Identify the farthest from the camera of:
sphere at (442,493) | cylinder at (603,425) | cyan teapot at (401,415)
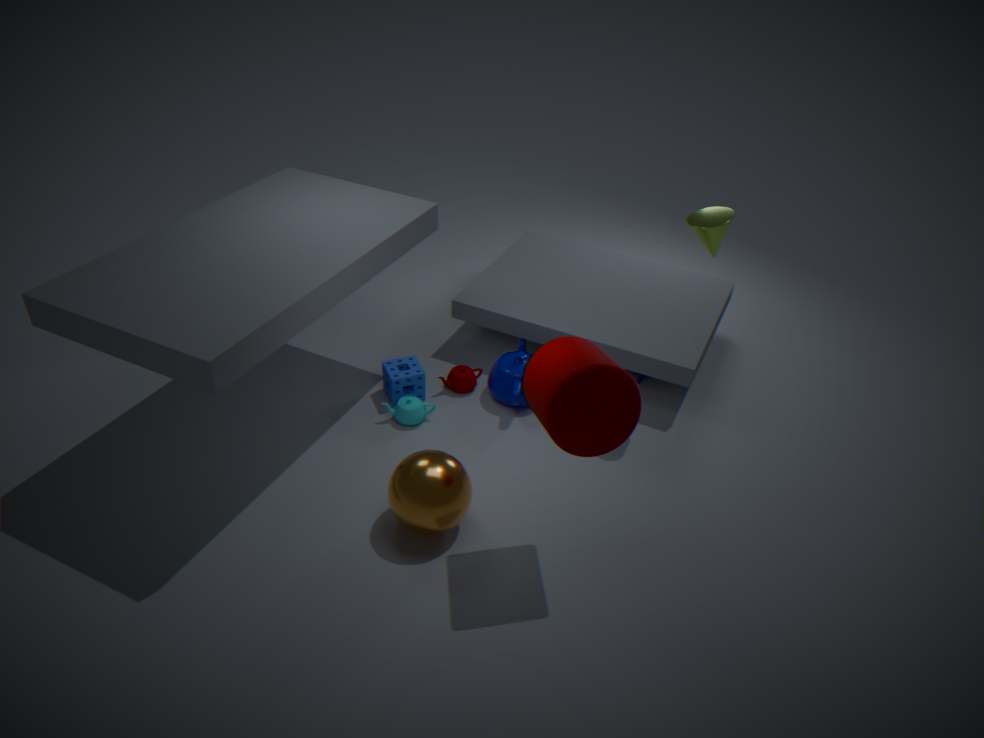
cyan teapot at (401,415)
